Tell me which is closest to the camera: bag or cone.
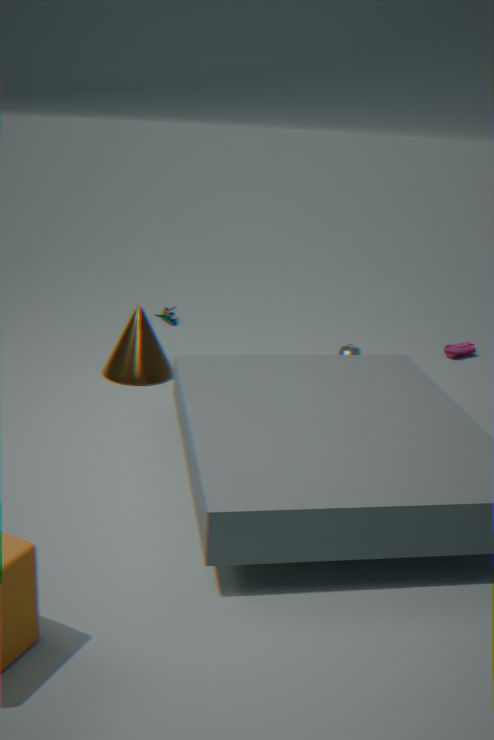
cone
